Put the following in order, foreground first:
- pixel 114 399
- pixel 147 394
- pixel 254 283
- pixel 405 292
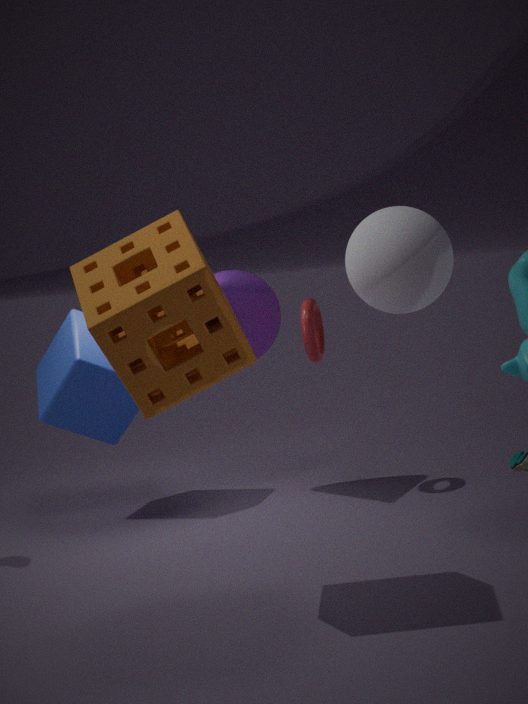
pixel 147 394, pixel 405 292, pixel 114 399, pixel 254 283
